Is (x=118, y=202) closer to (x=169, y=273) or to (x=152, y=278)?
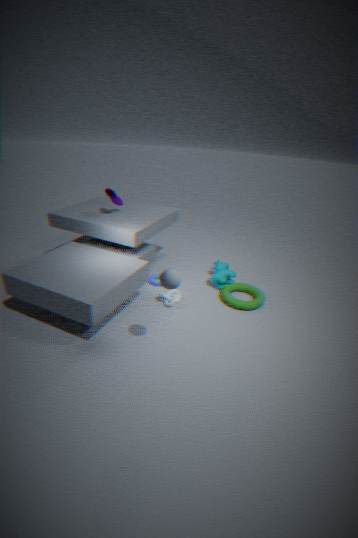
(x=152, y=278)
